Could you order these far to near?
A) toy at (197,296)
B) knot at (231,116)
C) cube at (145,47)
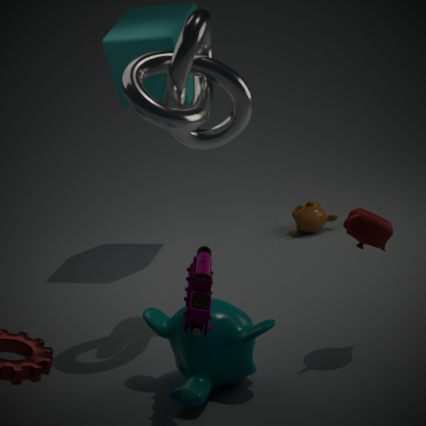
cube at (145,47) < knot at (231,116) < toy at (197,296)
